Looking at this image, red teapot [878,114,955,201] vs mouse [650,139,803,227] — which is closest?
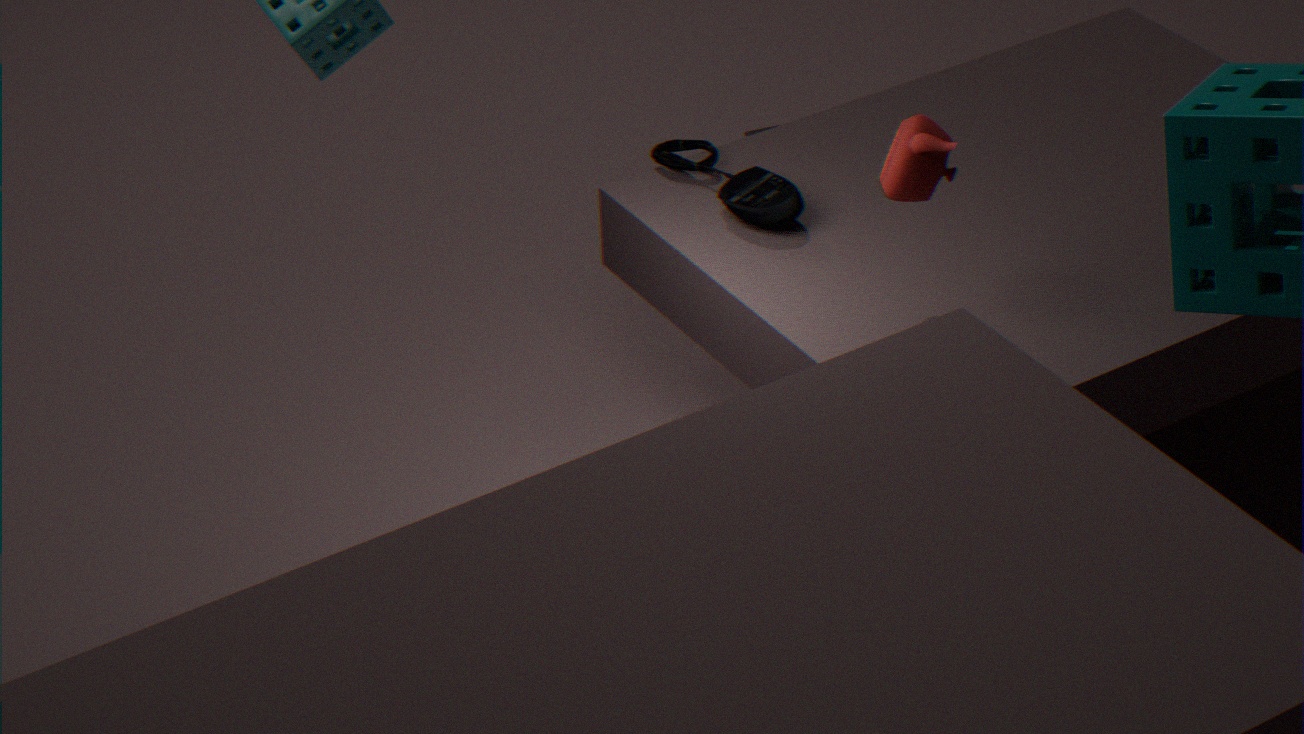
red teapot [878,114,955,201]
